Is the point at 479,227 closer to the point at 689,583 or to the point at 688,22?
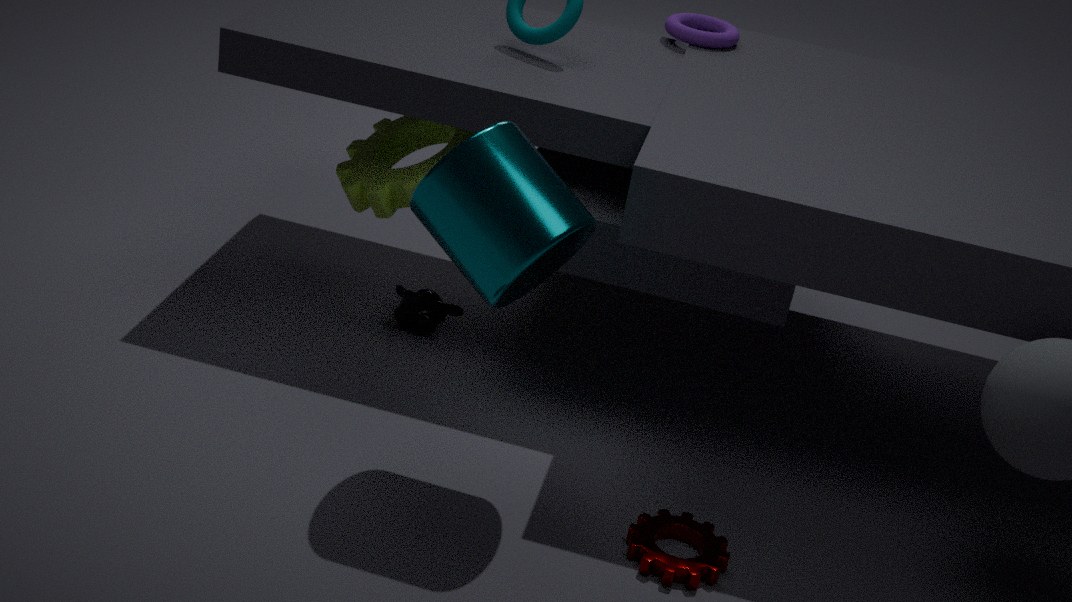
the point at 689,583
